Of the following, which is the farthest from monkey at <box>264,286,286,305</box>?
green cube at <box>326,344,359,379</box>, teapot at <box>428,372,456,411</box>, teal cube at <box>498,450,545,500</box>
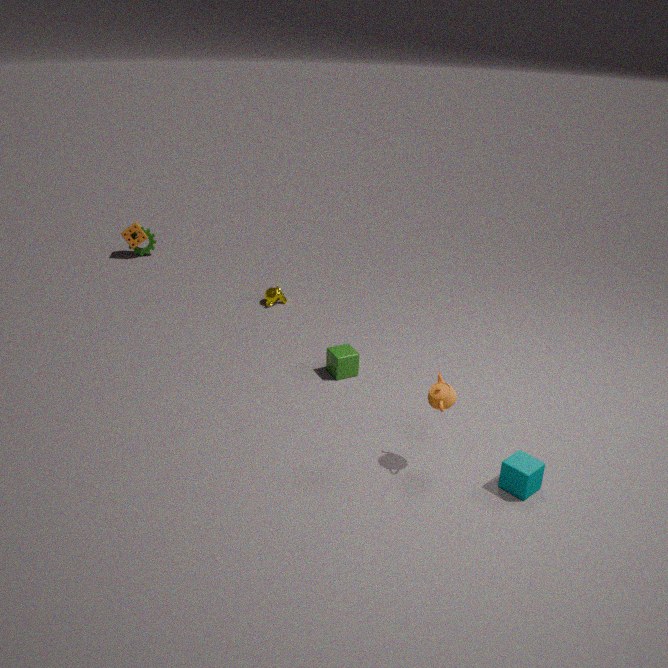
teal cube at <box>498,450,545,500</box>
